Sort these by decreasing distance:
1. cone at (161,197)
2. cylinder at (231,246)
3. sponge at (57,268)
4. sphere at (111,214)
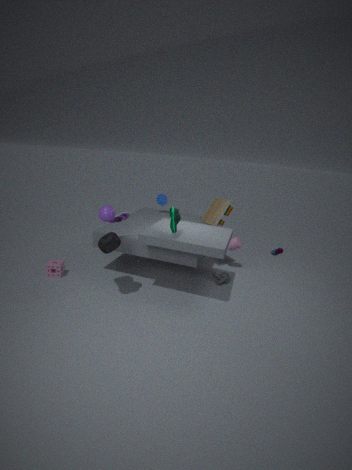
1. cone at (161,197)
2. cylinder at (231,246)
3. sponge at (57,268)
4. sphere at (111,214)
